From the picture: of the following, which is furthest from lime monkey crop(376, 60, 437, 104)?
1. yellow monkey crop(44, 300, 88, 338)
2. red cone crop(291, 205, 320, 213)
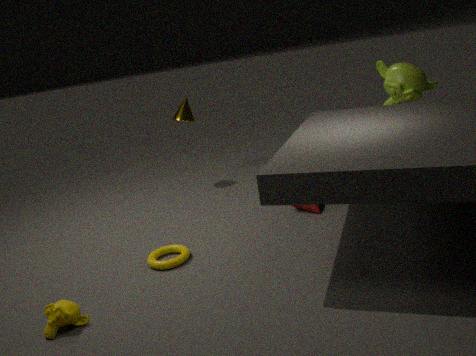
yellow monkey crop(44, 300, 88, 338)
